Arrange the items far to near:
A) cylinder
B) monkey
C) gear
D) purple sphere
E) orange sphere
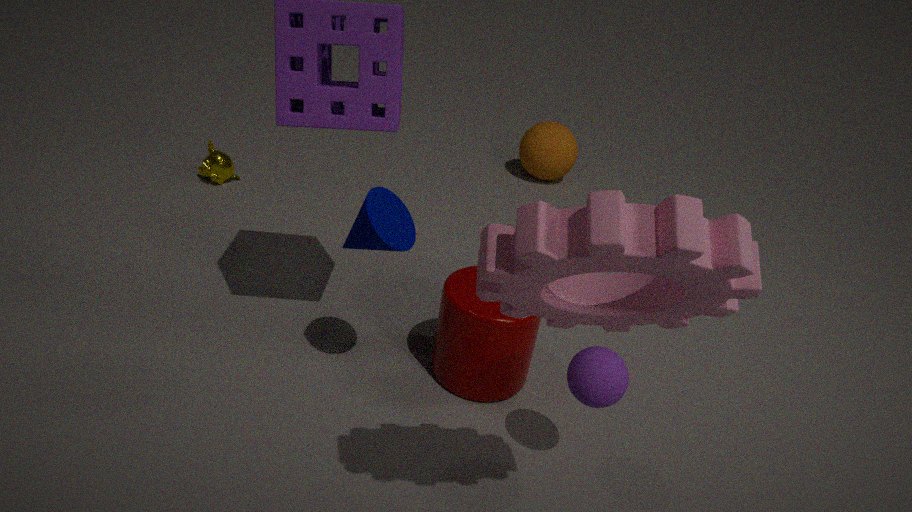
orange sphere
monkey
cylinder
purple sphere
gear
